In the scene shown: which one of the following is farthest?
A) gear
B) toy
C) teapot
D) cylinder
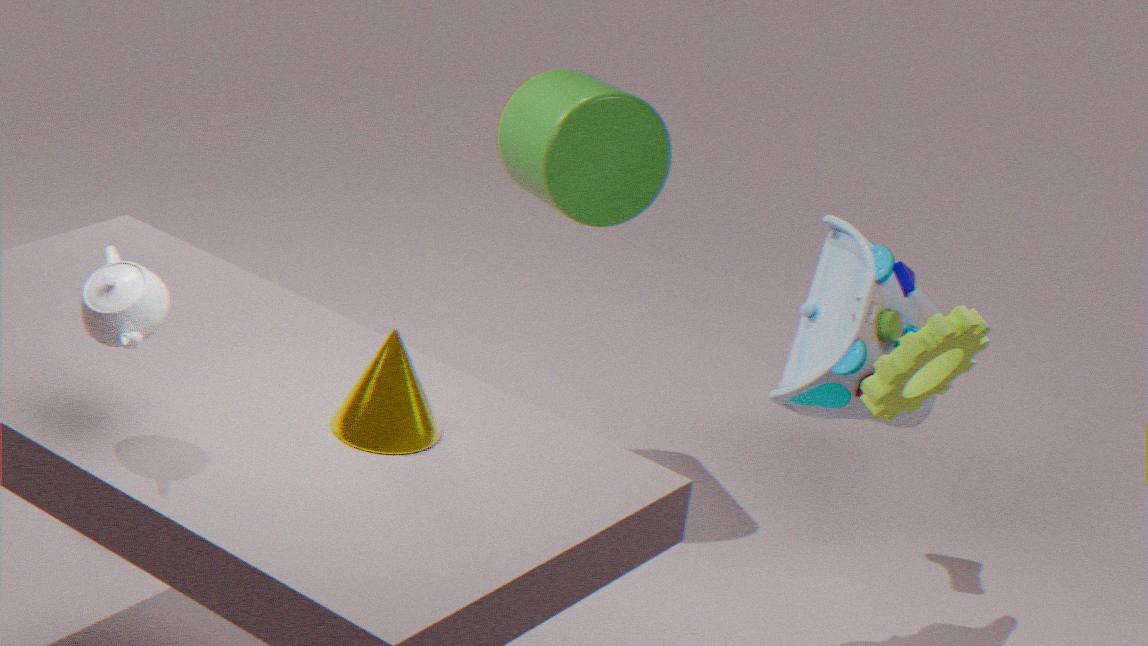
cylinder
